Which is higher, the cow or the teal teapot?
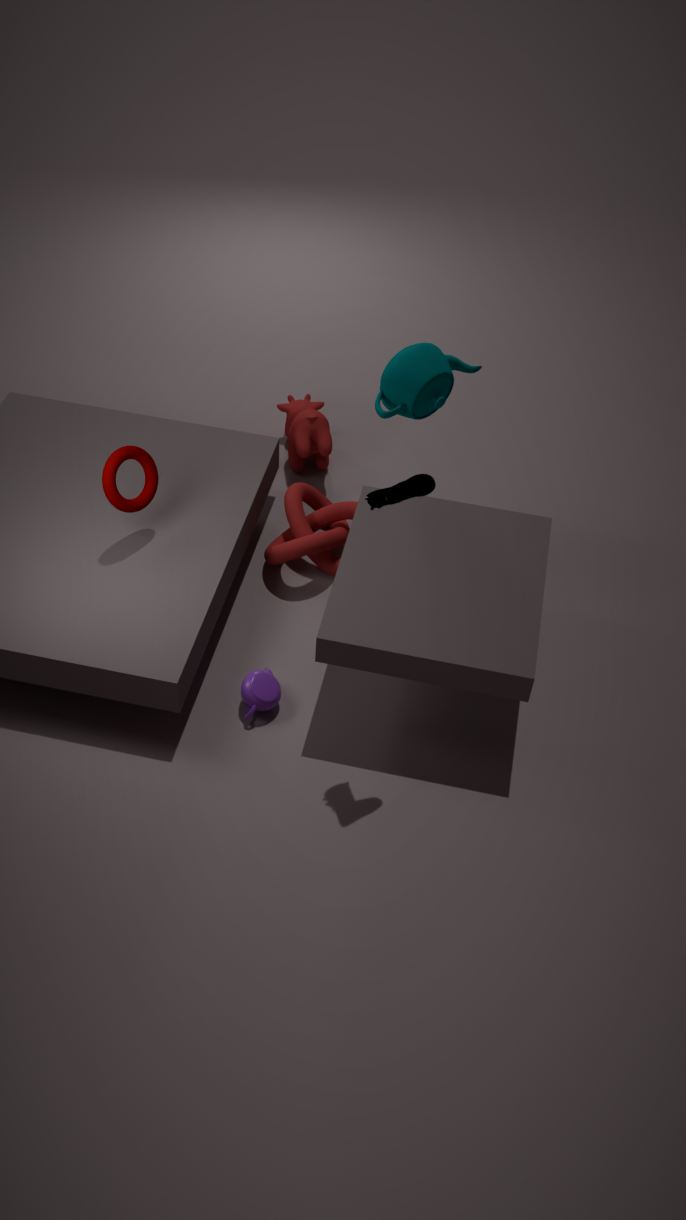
the teal teapot
